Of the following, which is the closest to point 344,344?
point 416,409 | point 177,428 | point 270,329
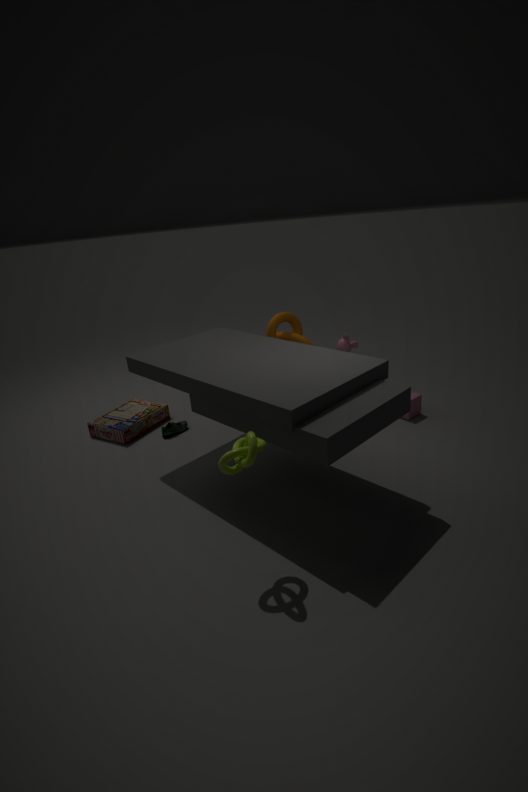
point 270,329
